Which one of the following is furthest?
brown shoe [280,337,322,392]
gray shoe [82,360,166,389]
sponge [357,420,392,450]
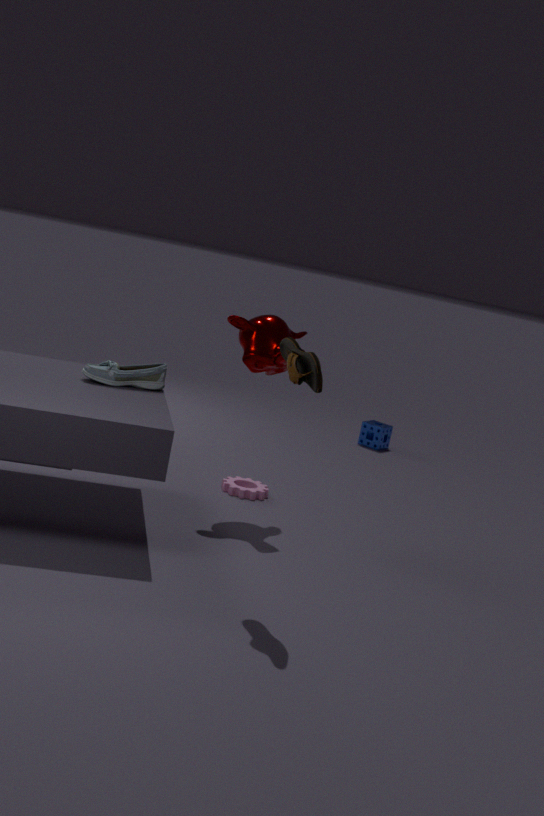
sponge [357,420,392,450]
